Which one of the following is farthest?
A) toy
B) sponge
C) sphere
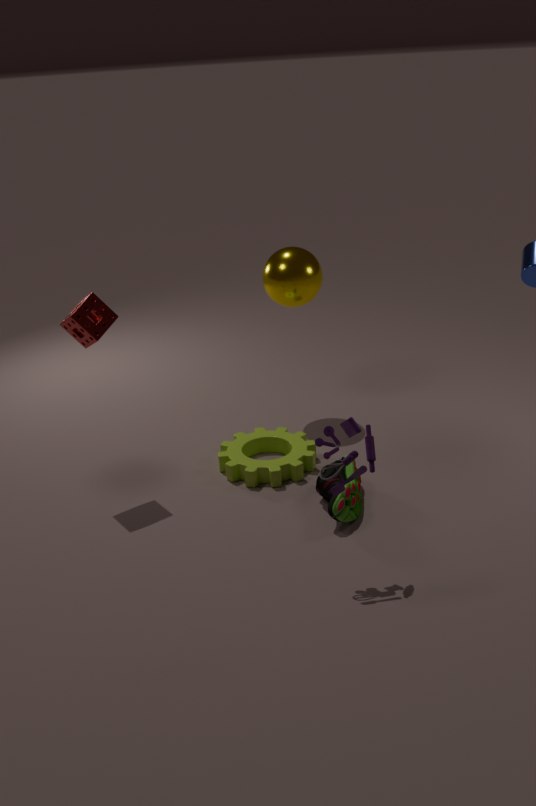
C. sphere
